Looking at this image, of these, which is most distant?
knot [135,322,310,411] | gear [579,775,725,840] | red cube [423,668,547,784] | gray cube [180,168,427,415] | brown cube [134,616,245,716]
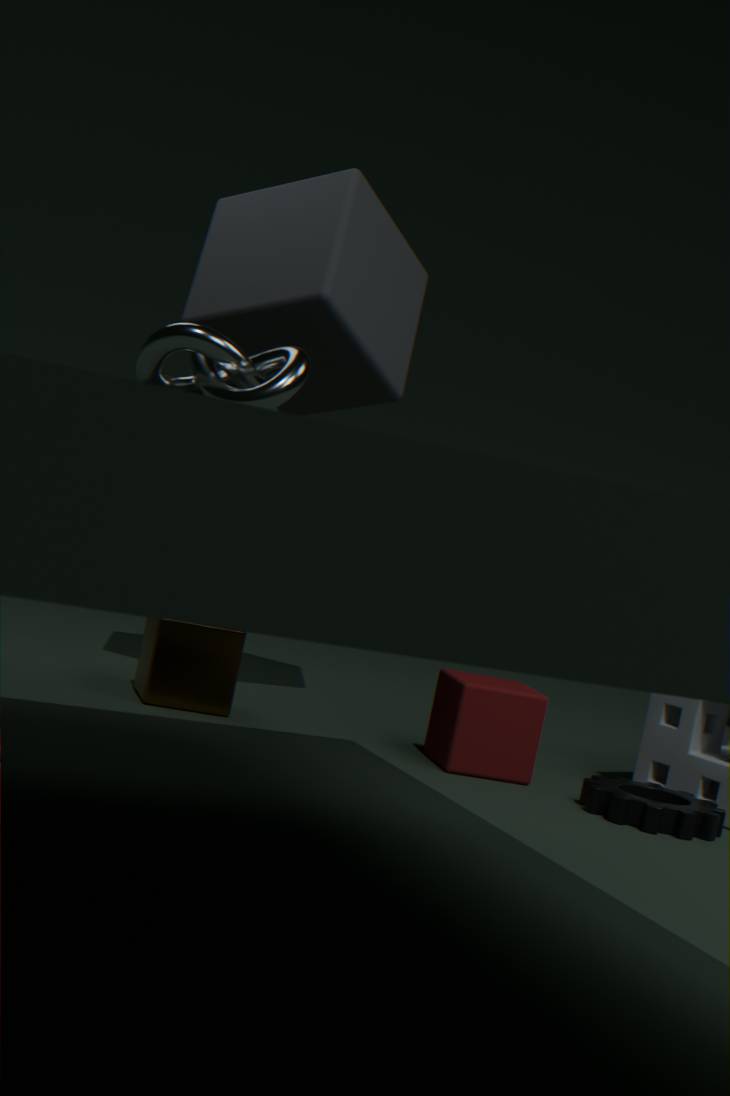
gray cube [180,168,427,415]
